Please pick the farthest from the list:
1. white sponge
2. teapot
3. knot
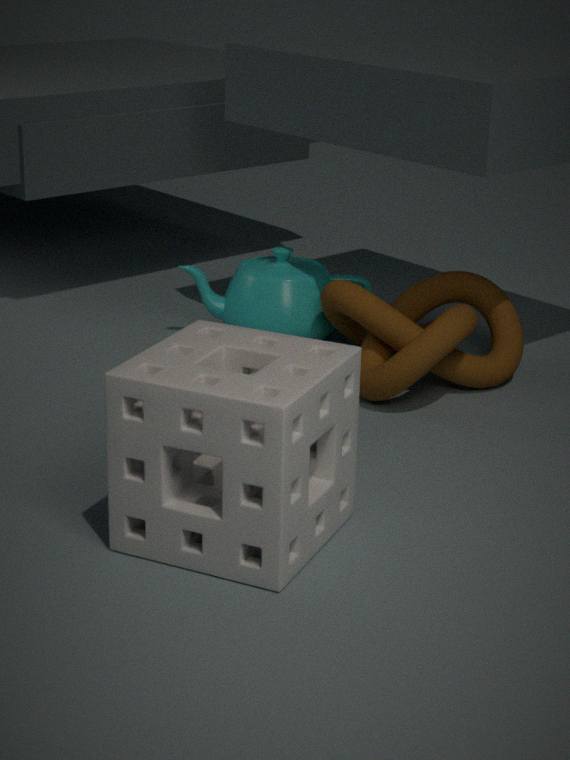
teapot
